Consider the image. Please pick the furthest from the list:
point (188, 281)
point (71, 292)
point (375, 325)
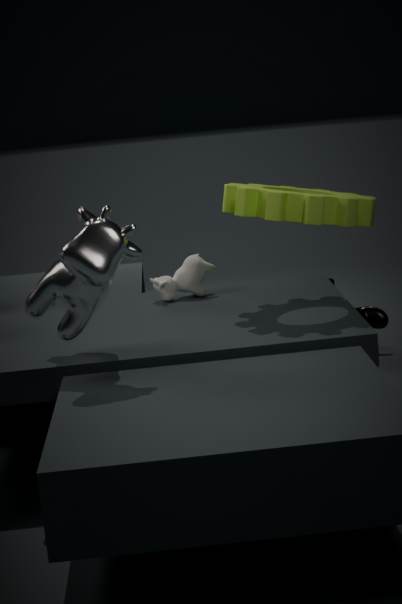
point (375, 325)
